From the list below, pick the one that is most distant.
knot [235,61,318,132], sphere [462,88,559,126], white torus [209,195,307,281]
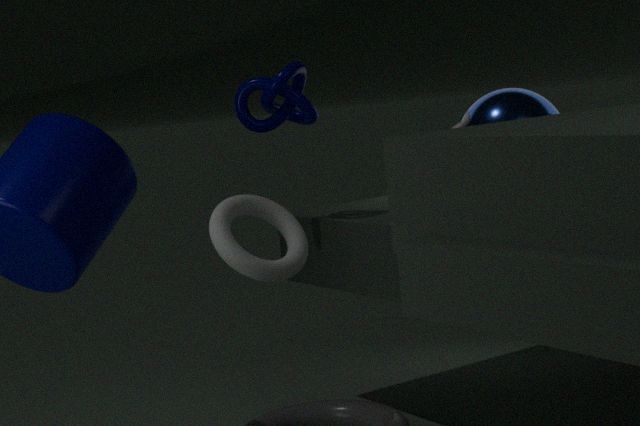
sphere [462,88,559,126]
